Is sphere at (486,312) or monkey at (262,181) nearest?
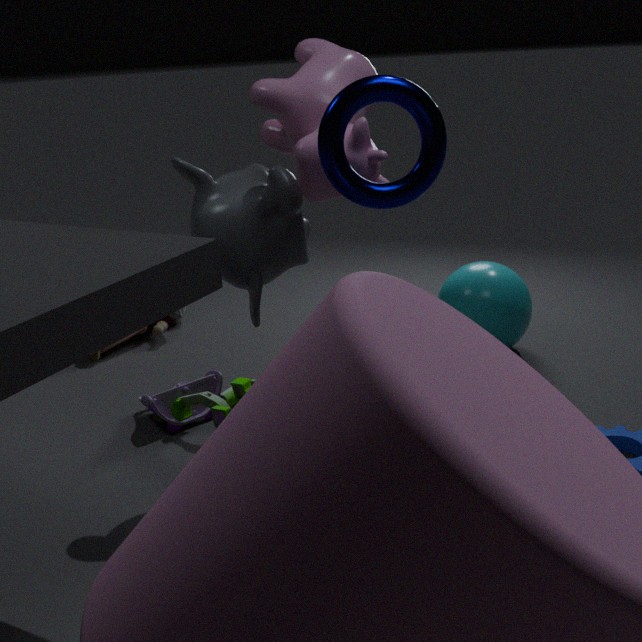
monkey at (262,181)
